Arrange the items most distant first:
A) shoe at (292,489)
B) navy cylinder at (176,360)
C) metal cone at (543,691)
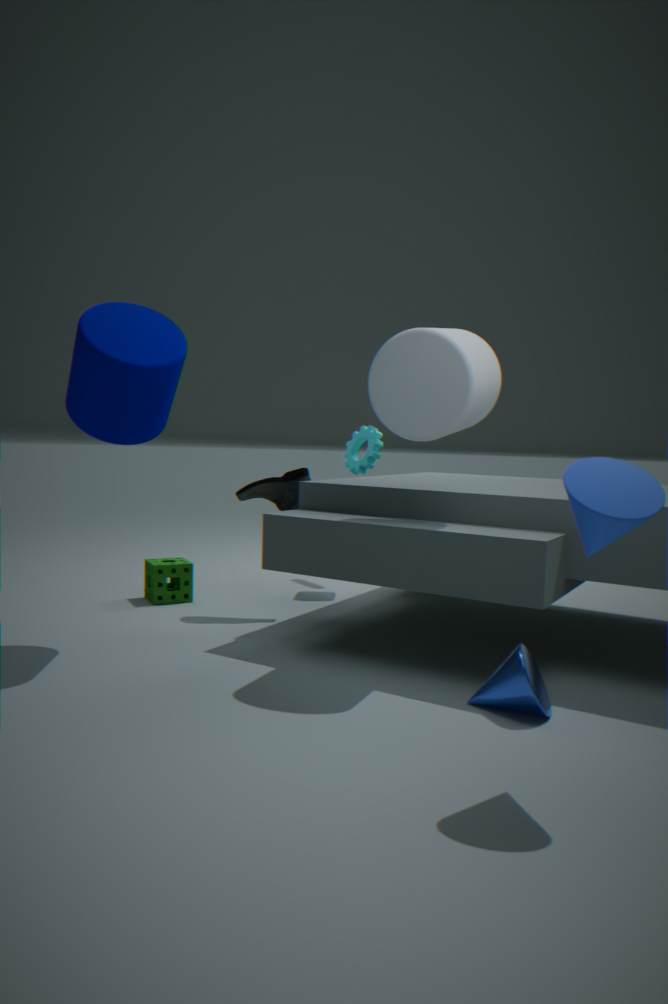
shoe at (292,489)
navy cylinder at (176,360)
metal cone at (543,691)
